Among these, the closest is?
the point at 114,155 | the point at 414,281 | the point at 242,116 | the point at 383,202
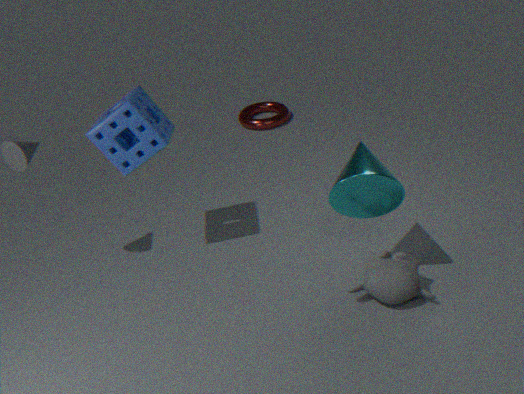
the point at 383,202
